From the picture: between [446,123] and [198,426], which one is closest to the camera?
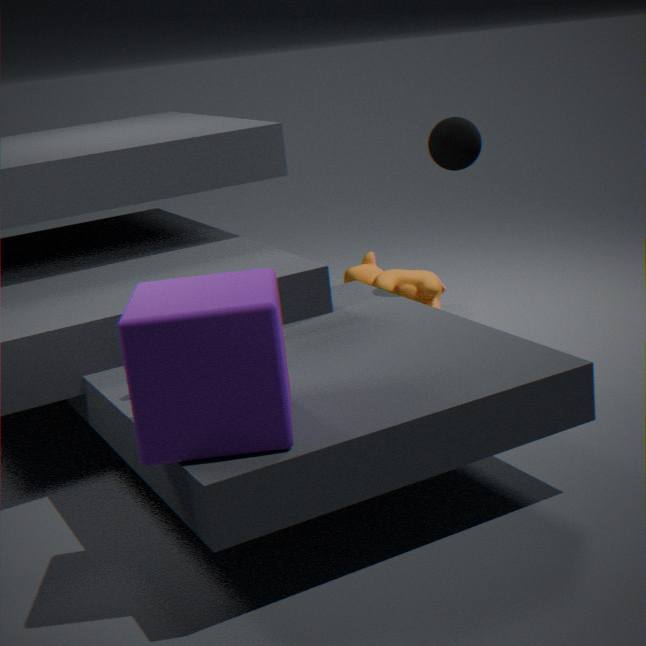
[198,426]
